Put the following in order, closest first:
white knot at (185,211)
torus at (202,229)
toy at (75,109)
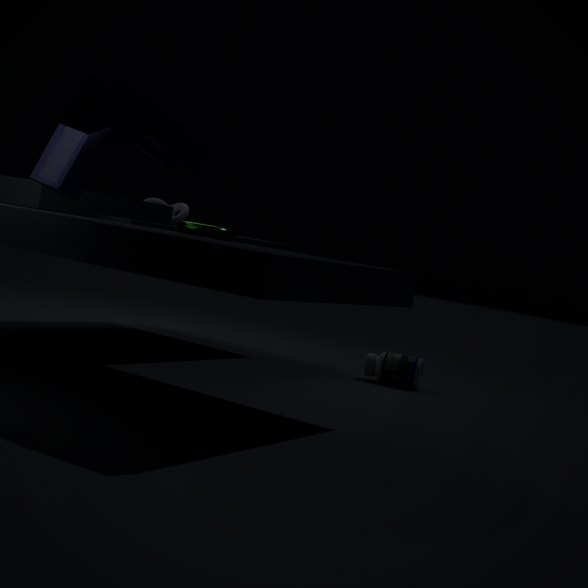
toy at (75,109) → torus at (202,229) → white knot at (185,211)
